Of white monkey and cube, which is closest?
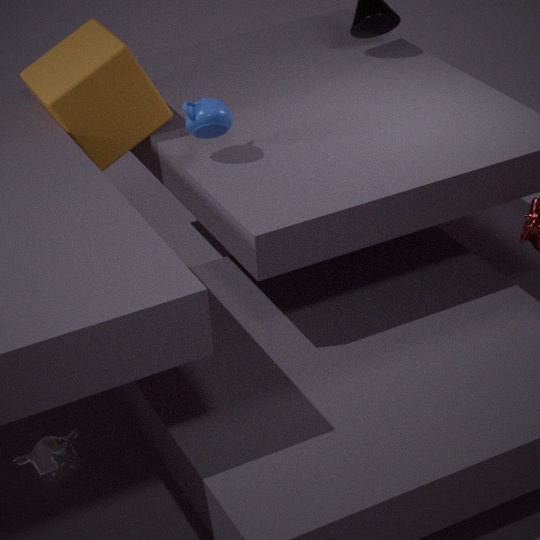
white monkey
